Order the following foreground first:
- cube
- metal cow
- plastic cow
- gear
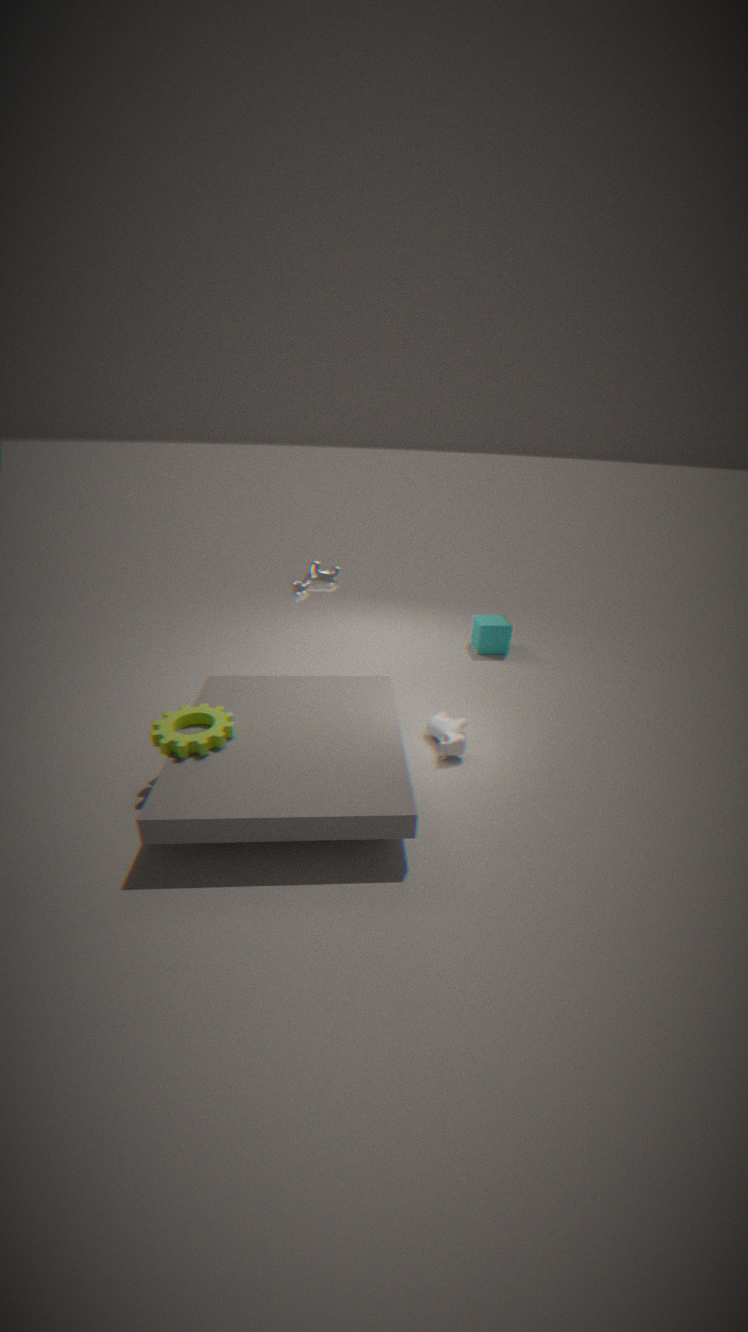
gear < plastic cow < metal cow < cube
